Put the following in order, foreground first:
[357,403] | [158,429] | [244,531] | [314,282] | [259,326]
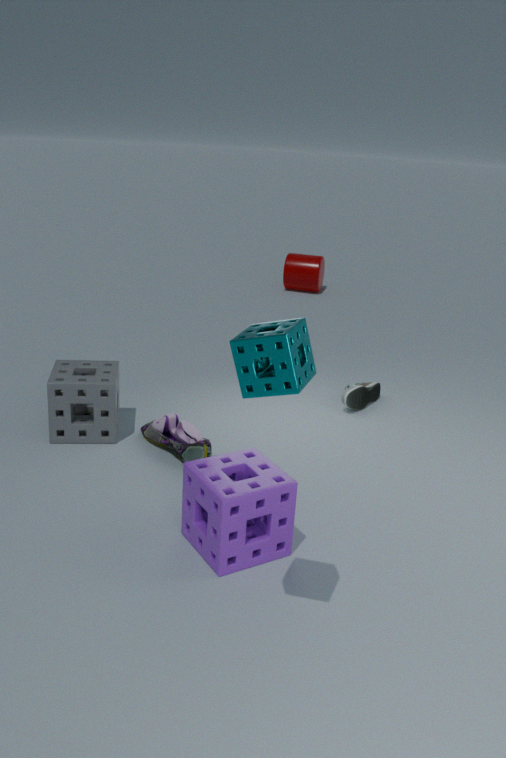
[259,326], [244,531], [158,429], [357,403], [314,282]
